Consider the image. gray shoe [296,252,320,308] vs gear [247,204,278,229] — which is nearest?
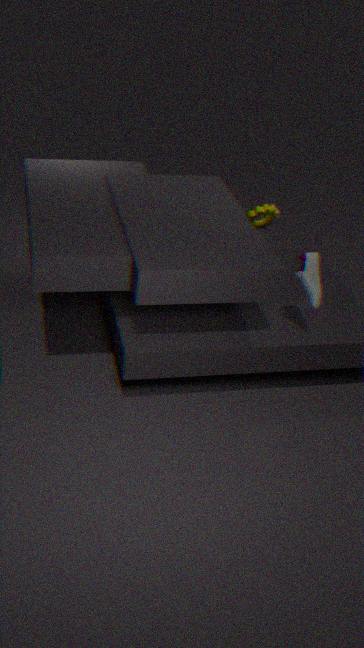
gray shoe [296,252,320,308]
